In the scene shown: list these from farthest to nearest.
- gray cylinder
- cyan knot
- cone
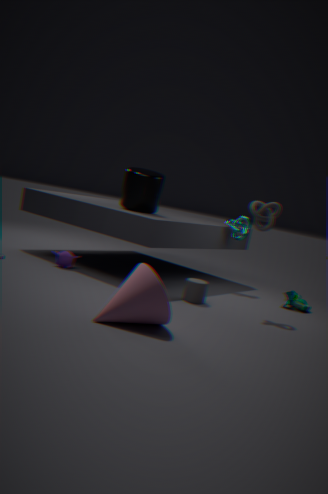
cyan knot
gray cylinder
cone
